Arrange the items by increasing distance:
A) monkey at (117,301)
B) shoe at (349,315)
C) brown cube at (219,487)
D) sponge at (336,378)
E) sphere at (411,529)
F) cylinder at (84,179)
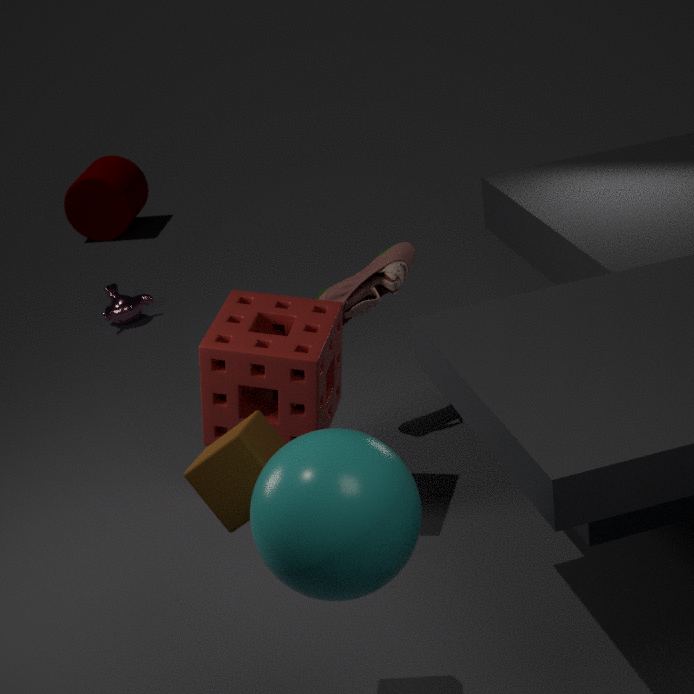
sphere at (411,529) < brown cube at (219,487) < sponge at (336,378) < shoe at (349,315) < monkey at (117,301) < cylinder at (84,179)
